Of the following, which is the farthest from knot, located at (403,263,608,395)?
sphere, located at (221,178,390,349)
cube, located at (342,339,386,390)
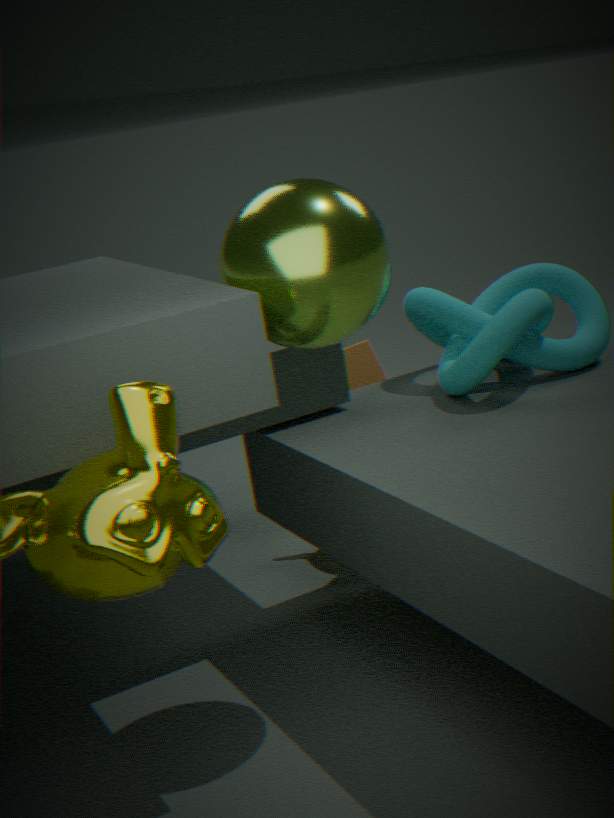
cube, located at (342,339,386,390)
